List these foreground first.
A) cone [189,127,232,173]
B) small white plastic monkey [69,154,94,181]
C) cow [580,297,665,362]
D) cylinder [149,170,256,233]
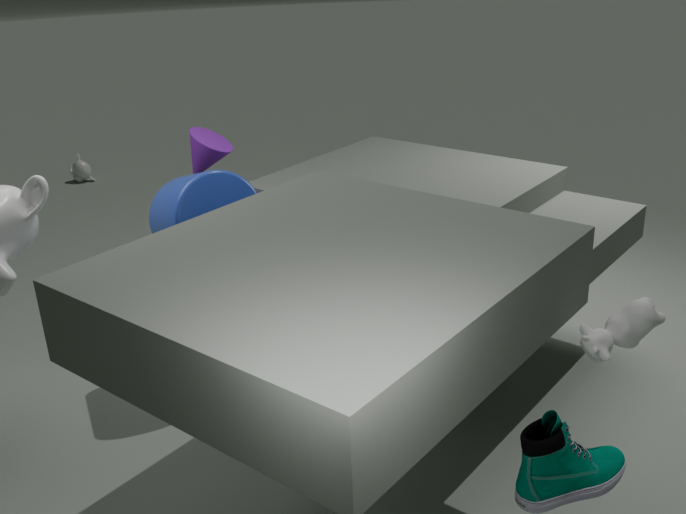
1. cow [580,297,665,362]
2. cylinder [149,170,256,233]
3. cone [189,127,232,173]
4. small white plastic monkey [69,154,94,181]
